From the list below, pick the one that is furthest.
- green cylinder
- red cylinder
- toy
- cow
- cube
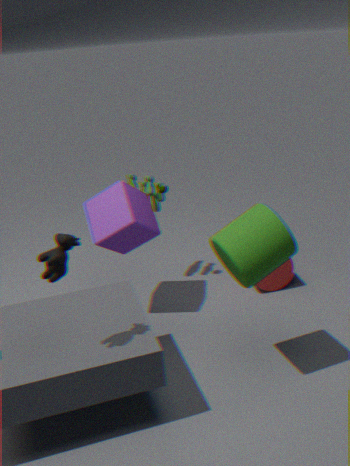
red cylinder
